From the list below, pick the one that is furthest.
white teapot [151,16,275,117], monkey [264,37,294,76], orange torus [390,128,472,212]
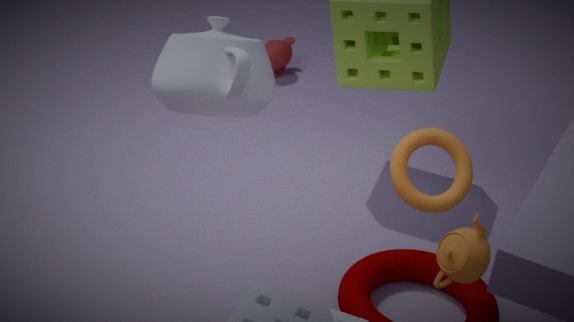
monkey [264,37,294,76]
